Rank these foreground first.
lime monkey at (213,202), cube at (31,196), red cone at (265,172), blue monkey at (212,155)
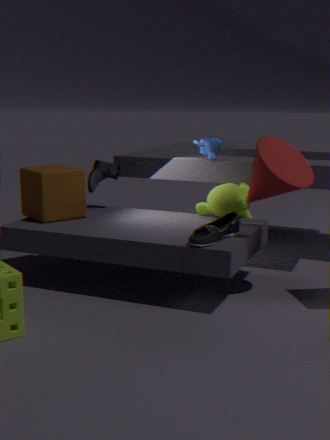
1. red cone at (265,172)
2. cube at (31,196)
3. lime monkey at (213,202)
4. blue monkey at (212,155)
